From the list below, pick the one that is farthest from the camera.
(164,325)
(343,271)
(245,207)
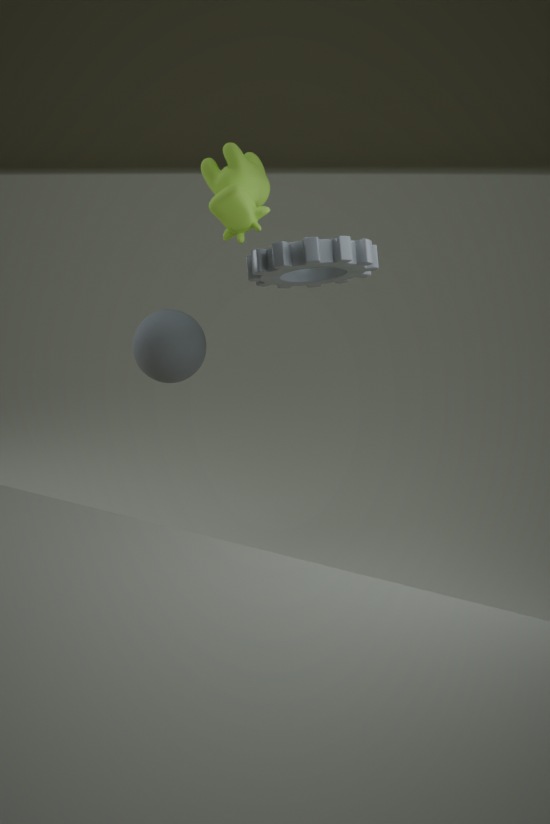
(164,325)
